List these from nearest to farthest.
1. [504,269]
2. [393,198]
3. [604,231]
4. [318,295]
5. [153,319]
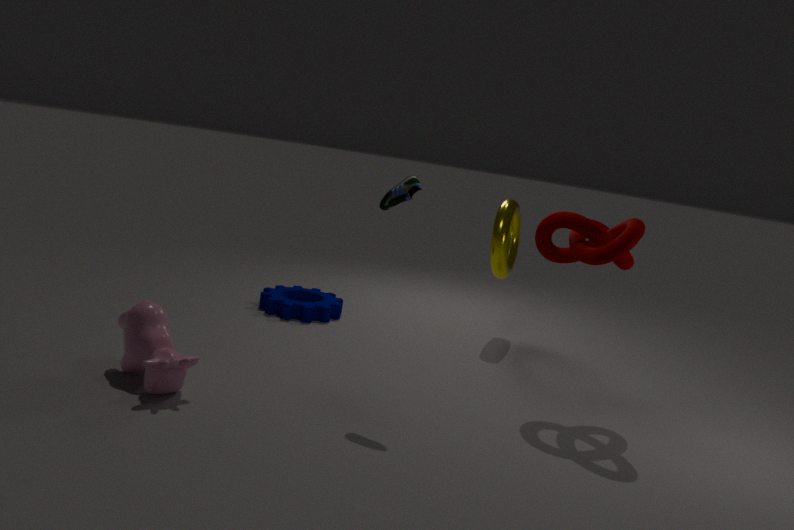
[153,319] → [393,198] → [604,231] → [504,269] → [318,295]
